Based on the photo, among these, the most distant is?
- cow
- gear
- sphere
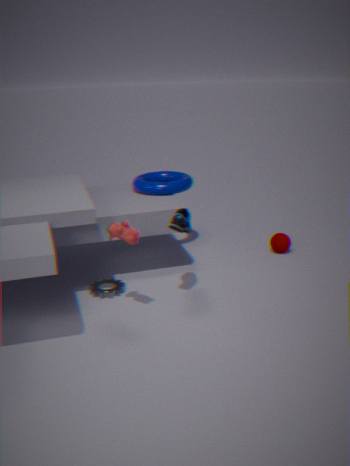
sphere
